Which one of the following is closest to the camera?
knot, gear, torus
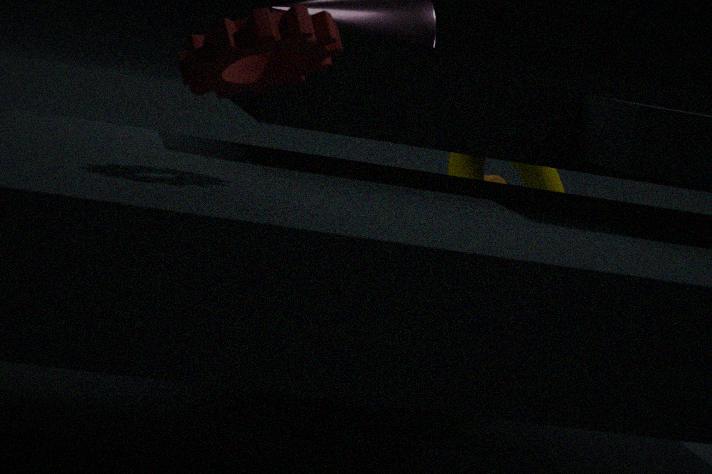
gear
